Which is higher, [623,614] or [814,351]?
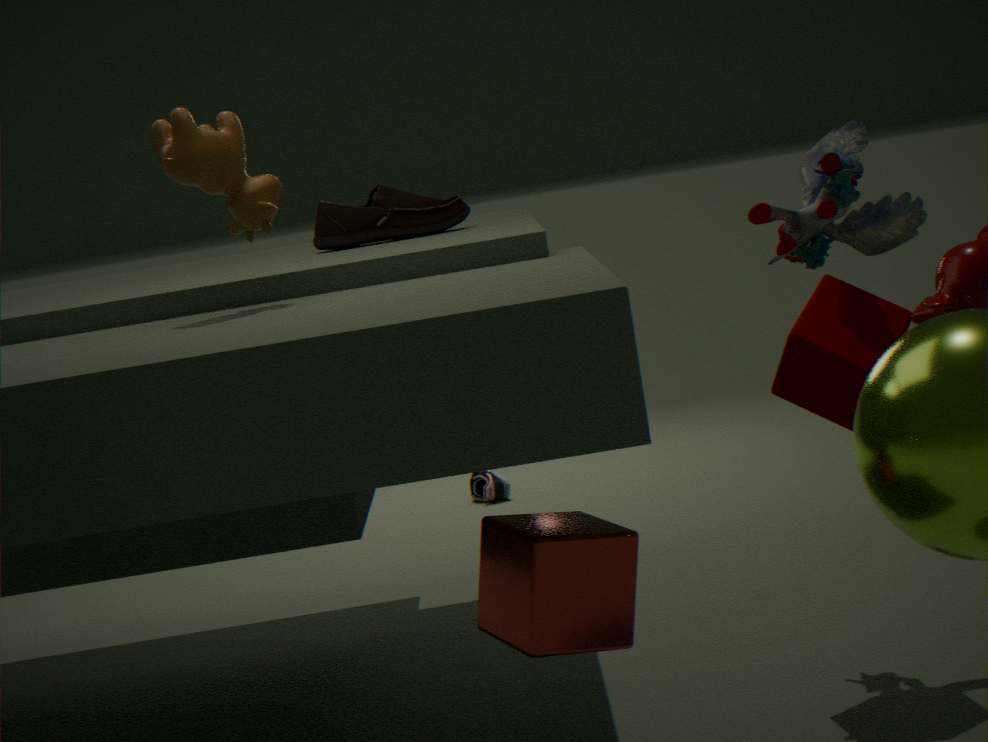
[814,351]
